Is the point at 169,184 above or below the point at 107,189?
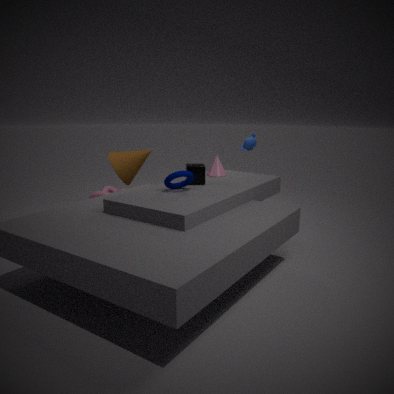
above
